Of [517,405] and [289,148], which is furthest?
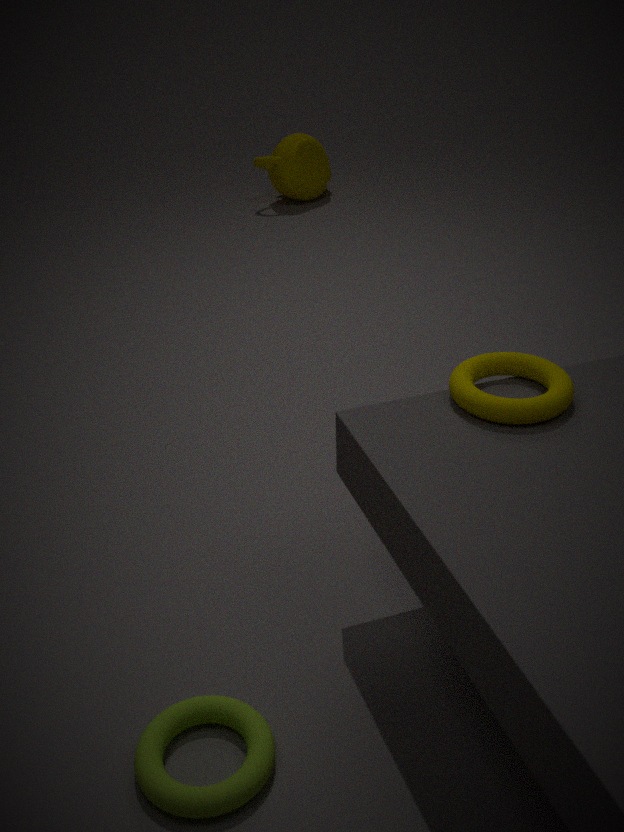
[289,148]
